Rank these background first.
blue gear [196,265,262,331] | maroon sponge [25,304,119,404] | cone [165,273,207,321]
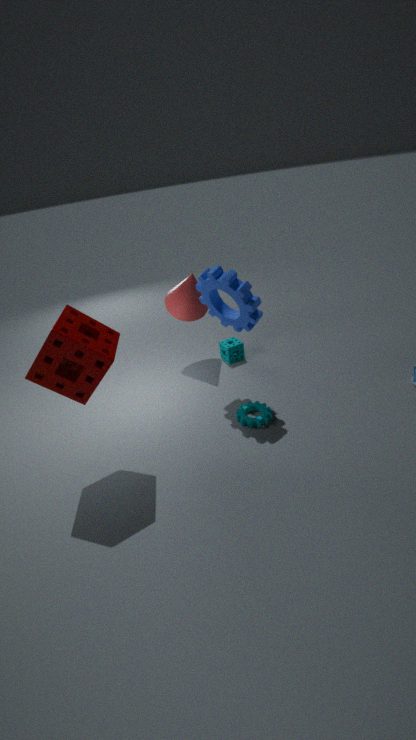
cone [165,273,207,321] < blue gear [196,265,262,331] < maroon sponge [25,304,119,404]
